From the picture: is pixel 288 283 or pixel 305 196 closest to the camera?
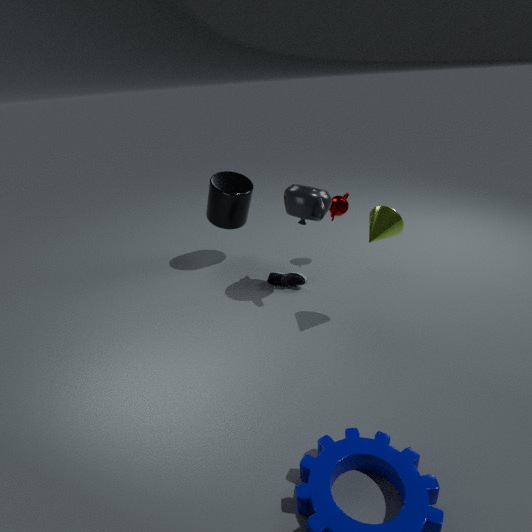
pixel 305 196
